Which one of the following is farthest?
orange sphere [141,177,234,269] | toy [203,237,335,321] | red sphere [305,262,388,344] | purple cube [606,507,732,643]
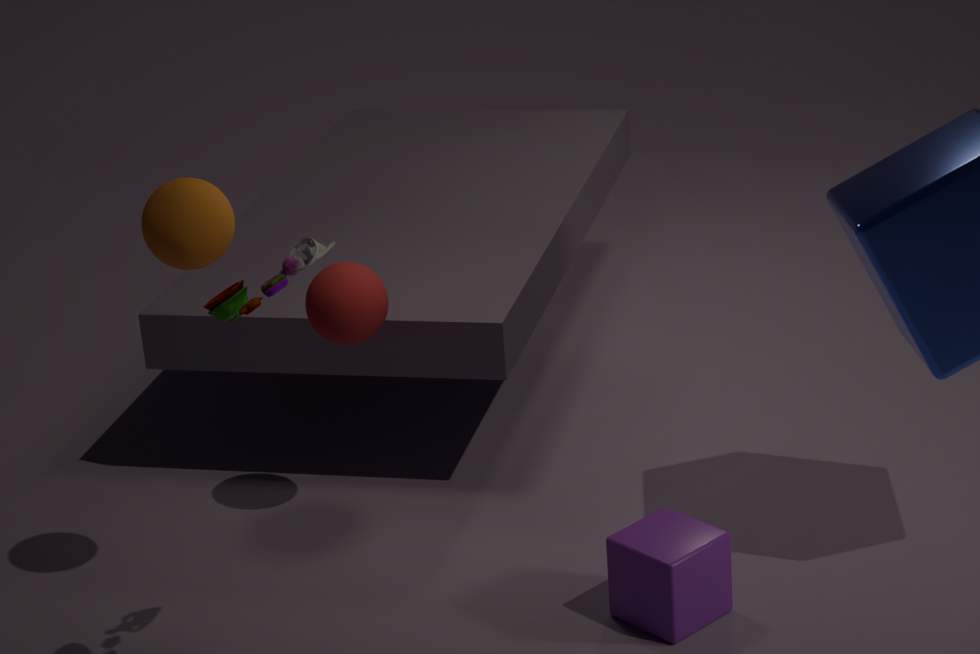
red sphere [305,262,388,344]
